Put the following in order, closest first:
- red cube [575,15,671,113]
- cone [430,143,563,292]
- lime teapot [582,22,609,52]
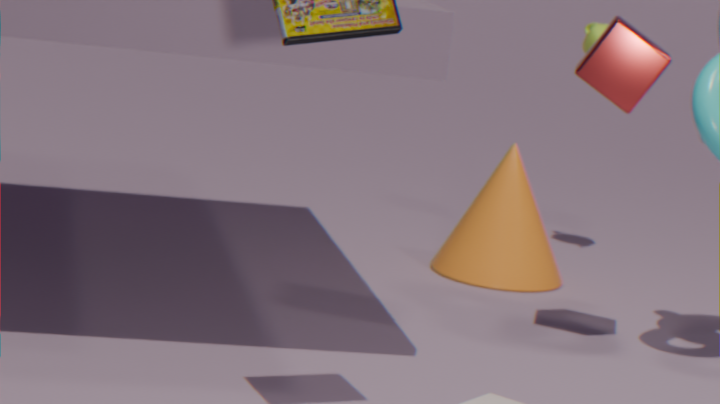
red cube [575,15,671,113]
cone [430,143,563,292]
lime teapot [582,22,609,52]
